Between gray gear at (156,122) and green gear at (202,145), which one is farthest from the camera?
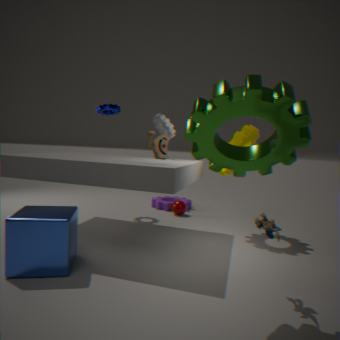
gray gear at (156,122)
